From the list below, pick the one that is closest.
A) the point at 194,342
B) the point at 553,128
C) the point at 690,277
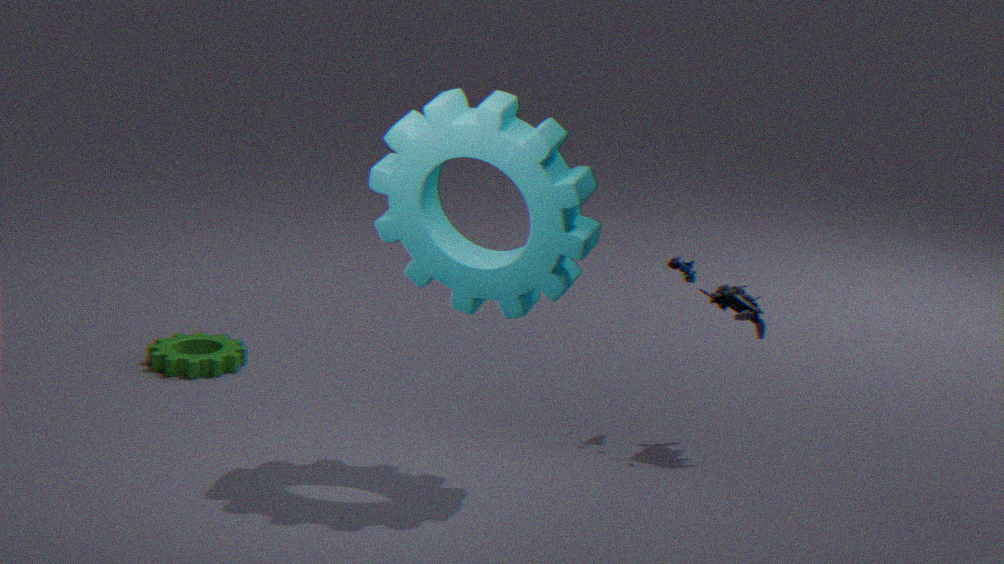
the point at 553,128
